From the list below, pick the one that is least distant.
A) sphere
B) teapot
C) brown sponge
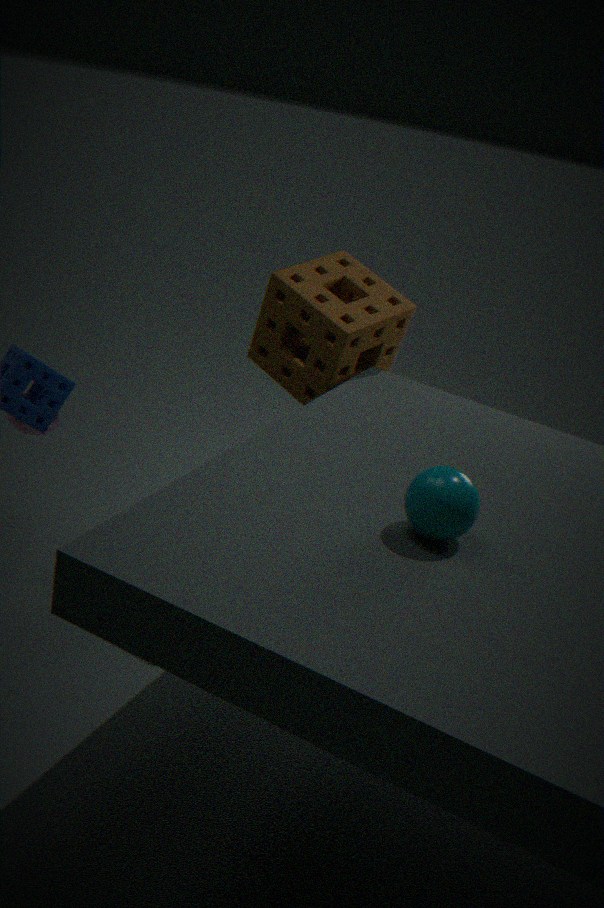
sphere
